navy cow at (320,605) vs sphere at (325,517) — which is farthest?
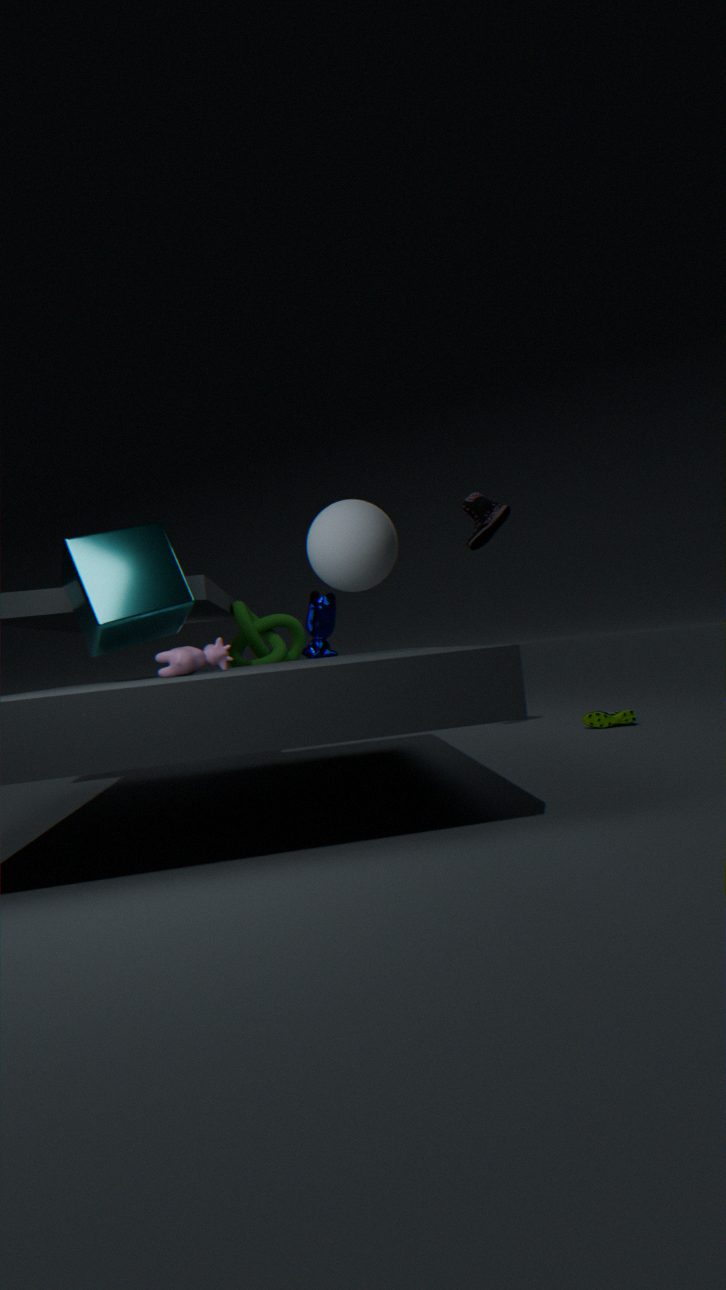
navy cow at (320,605)
